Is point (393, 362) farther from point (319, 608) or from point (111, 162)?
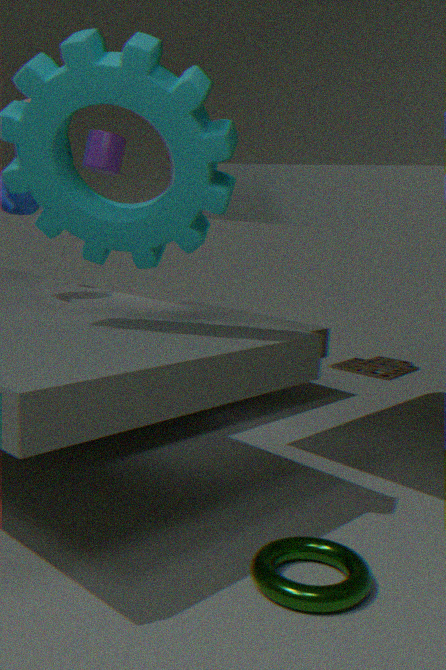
point (319, 608)
